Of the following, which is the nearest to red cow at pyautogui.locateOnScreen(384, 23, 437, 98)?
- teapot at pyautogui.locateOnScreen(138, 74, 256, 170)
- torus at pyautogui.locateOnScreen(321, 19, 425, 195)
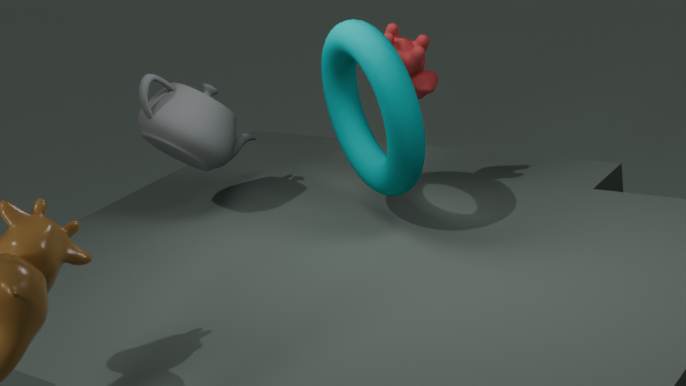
torus at pyautogui.locateOnScreen(321, 19, 425, 195)
